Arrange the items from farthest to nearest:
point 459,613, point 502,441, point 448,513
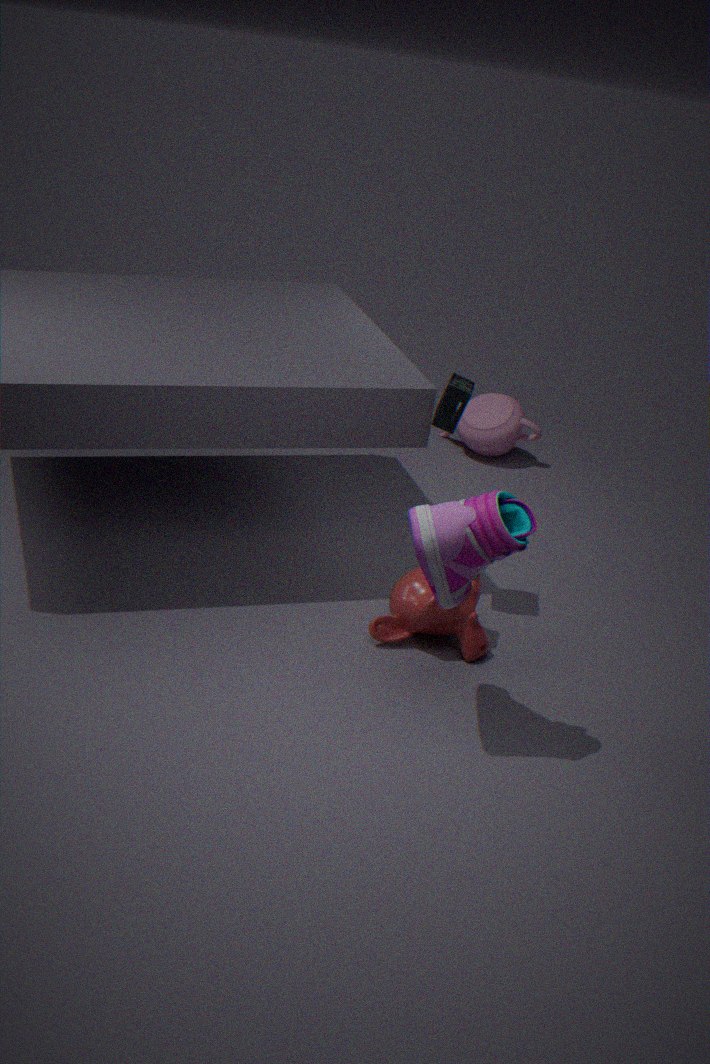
point 502,441 < point 459,613 < point 448,513
